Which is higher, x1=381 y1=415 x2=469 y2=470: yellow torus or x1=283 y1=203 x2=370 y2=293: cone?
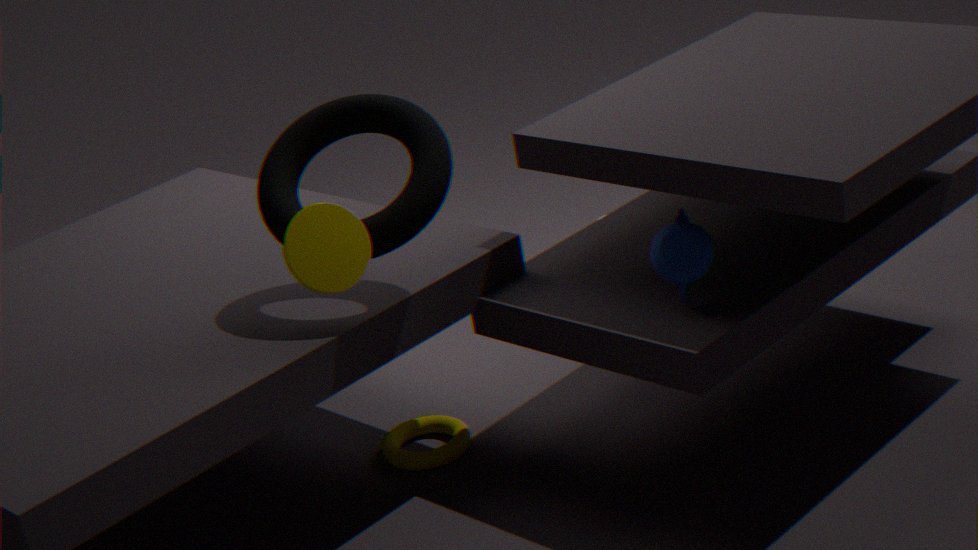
x1=283 y1=203 x2=370 y2=293: cone
